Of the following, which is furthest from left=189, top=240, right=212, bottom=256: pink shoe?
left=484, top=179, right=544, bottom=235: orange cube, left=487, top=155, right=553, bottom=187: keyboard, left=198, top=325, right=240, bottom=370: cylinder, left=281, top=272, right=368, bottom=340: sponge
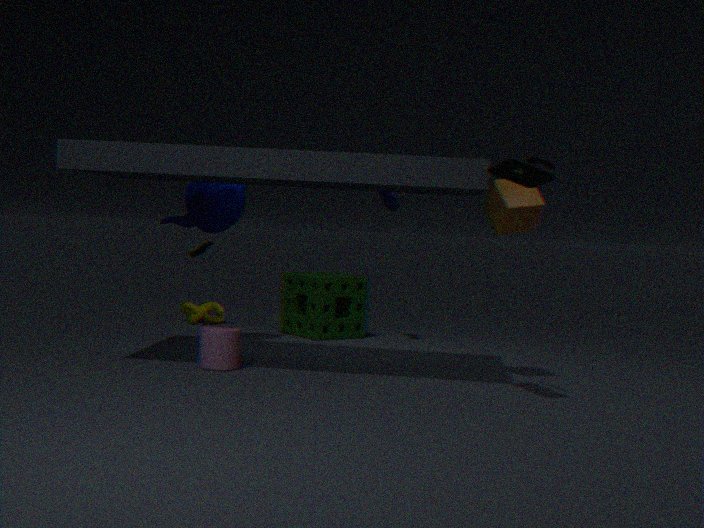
left=487, top=155, right=553, bottom=187: keyboard
